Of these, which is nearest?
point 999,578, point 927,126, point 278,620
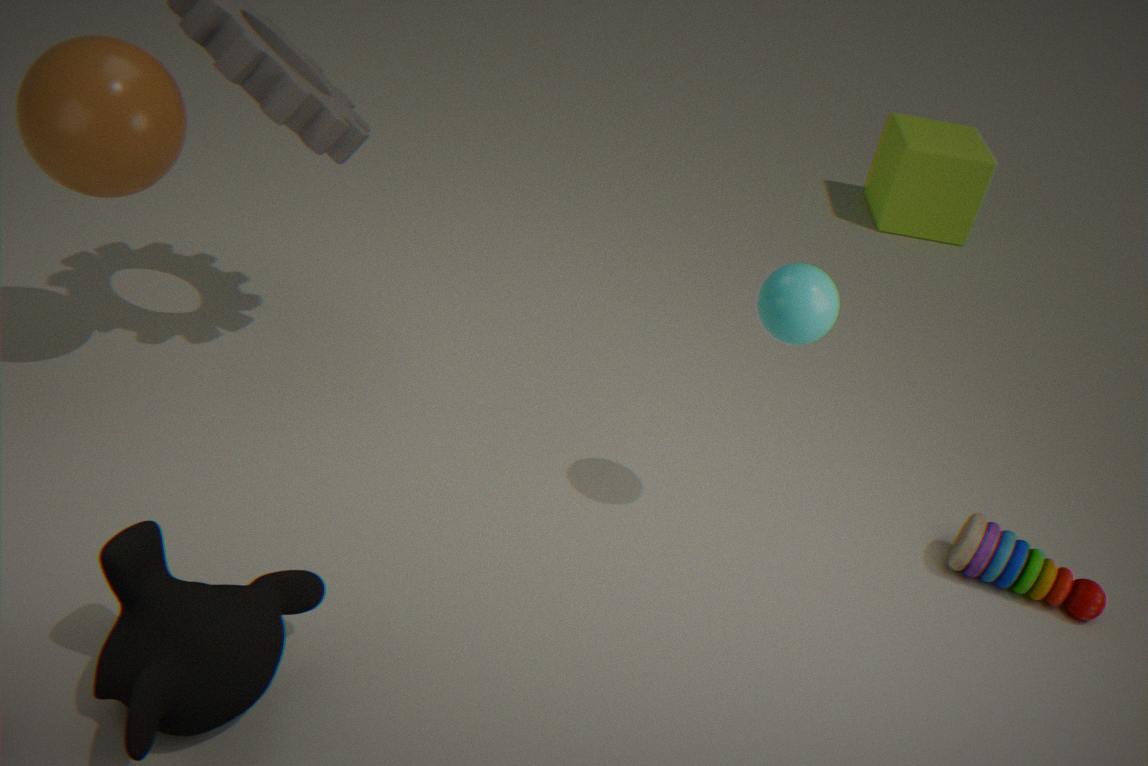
point 278,620
